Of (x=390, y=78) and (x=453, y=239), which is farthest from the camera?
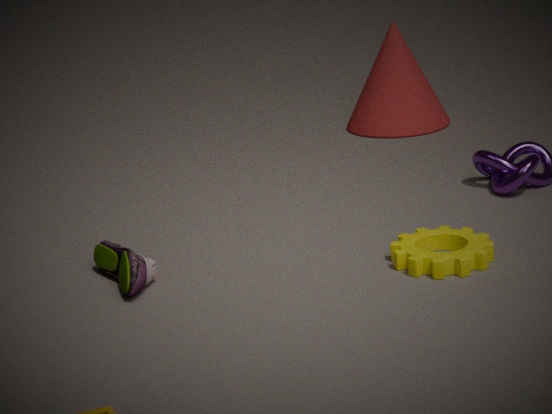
(x=390, y=78)
